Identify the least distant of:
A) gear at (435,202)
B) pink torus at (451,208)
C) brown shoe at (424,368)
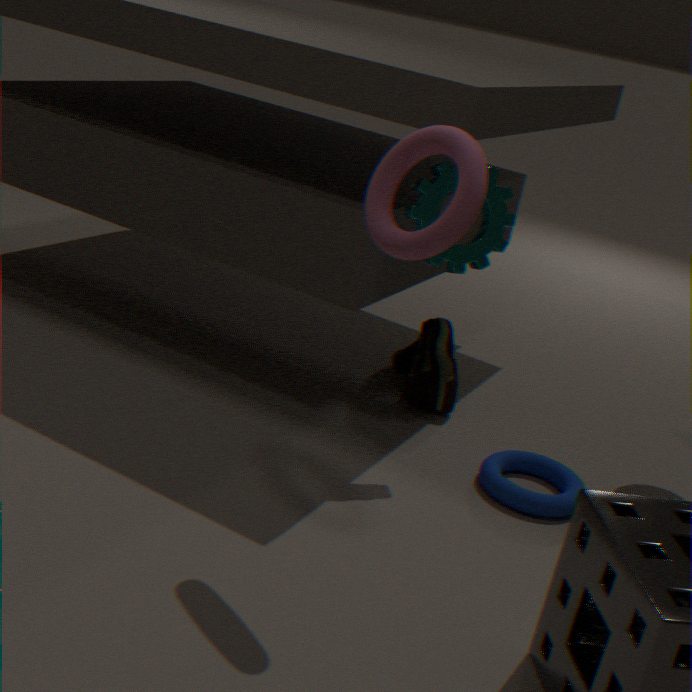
pink torus at (451,208)
